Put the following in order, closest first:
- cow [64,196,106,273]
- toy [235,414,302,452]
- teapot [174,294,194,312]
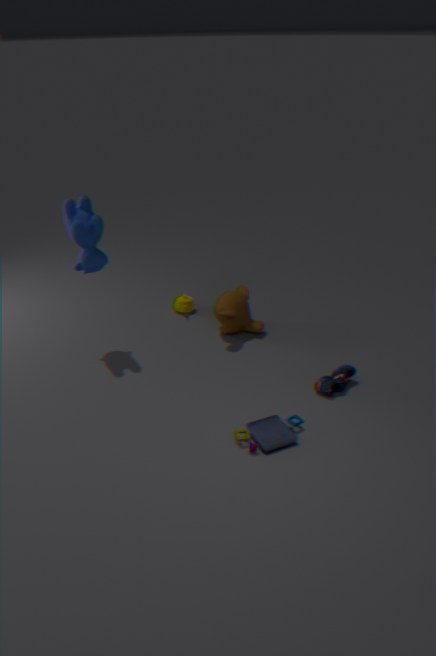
1. toy [235,414,302,452]
2. cow [64,196,106,273]
3. teapot [174,294,194,312]
